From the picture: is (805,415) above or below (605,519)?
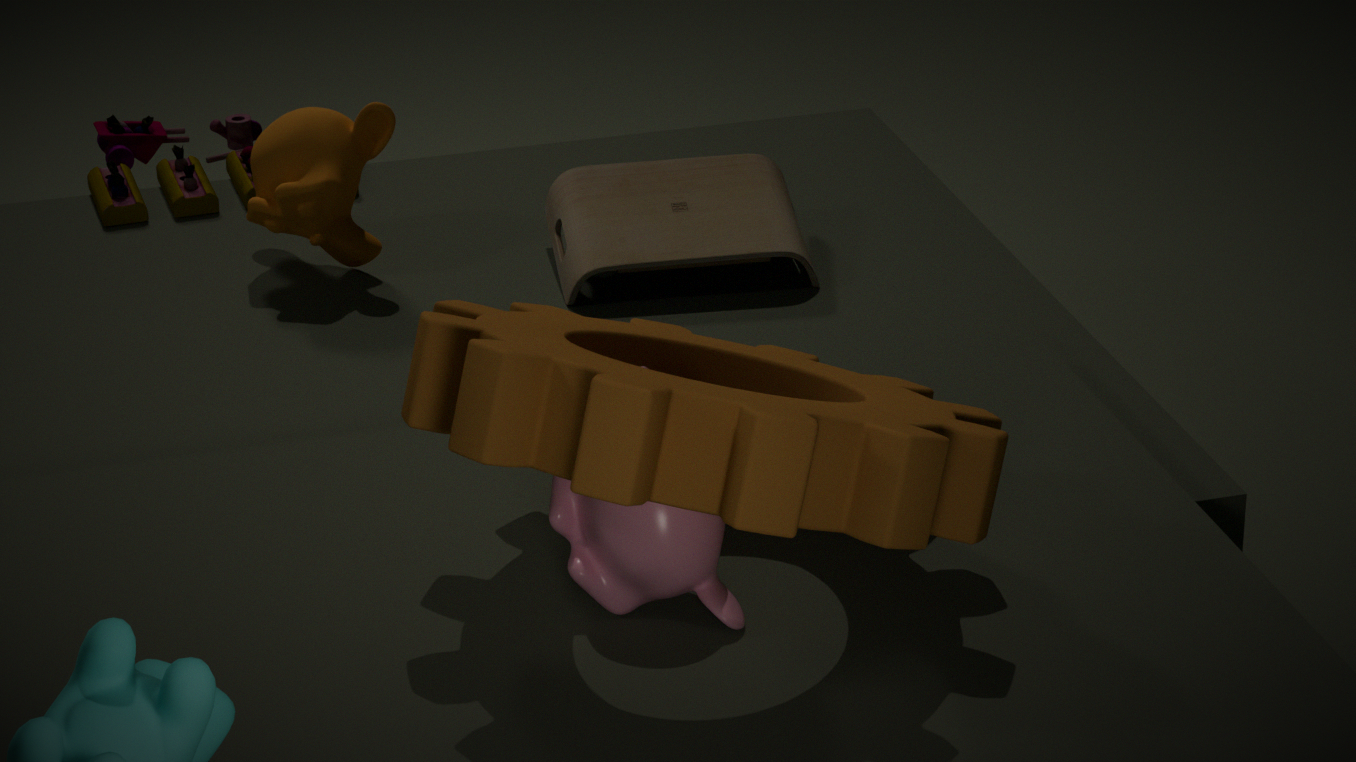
above
